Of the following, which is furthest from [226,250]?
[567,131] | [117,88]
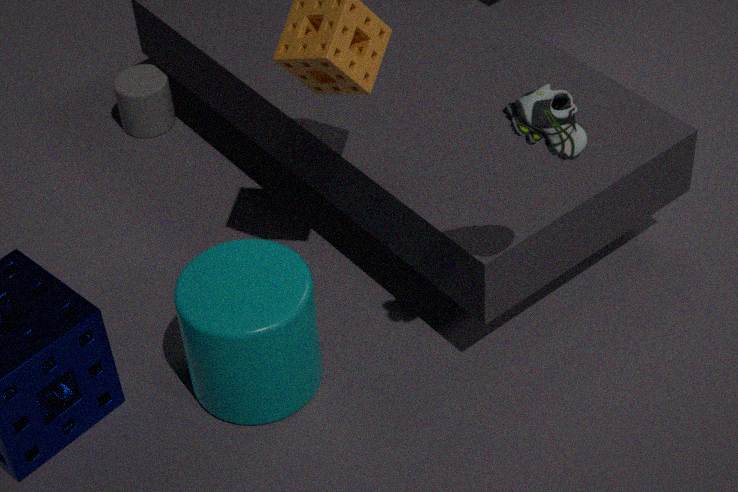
[117,88]
